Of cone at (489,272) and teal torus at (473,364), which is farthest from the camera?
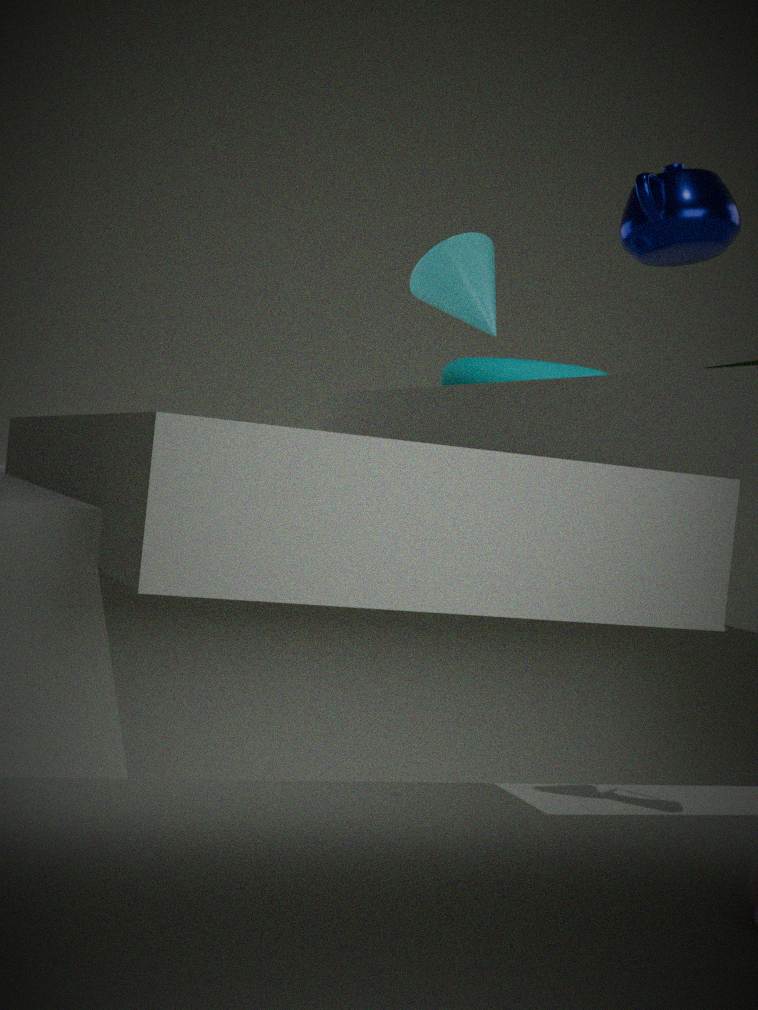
cone at (489,272)
